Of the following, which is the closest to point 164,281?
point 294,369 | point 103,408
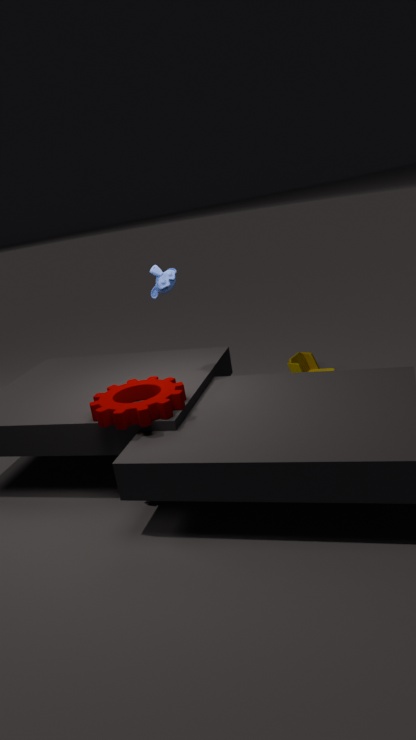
point 103,408
